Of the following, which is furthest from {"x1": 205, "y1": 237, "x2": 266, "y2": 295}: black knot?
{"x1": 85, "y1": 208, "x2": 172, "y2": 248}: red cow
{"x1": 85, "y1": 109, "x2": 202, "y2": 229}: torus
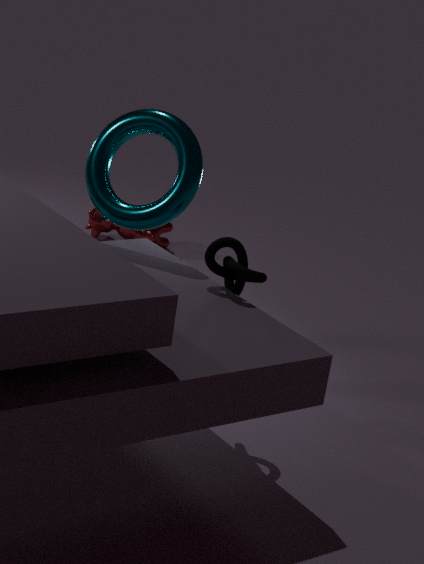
{"x1": 85, "y1": 208, "x2": 172, "y2": 248}: red cow
